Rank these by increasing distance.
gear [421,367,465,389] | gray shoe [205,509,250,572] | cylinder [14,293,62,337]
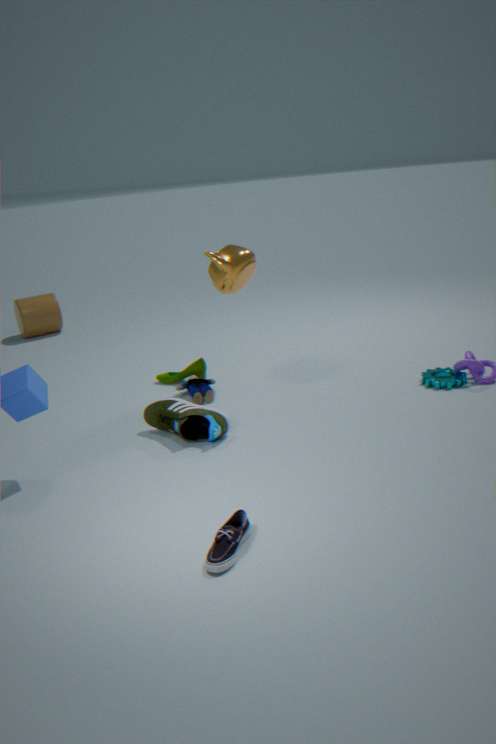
gray shoe [205,509,250,572] < gear [421,367,465,389] < cylinder [14,293,62,337]
